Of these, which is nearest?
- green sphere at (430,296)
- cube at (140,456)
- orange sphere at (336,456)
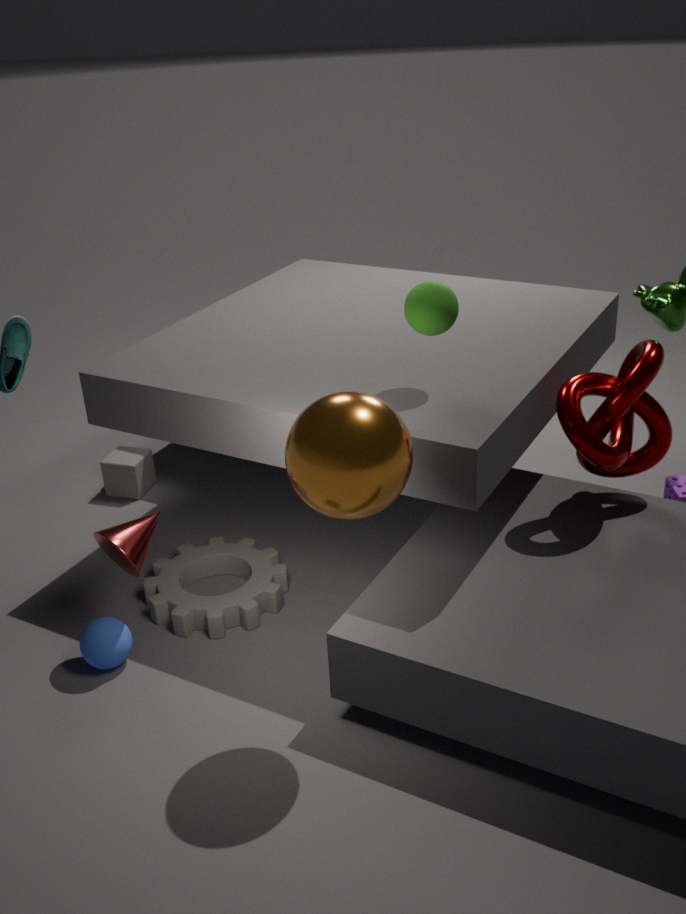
orange sphere at (336,456)
